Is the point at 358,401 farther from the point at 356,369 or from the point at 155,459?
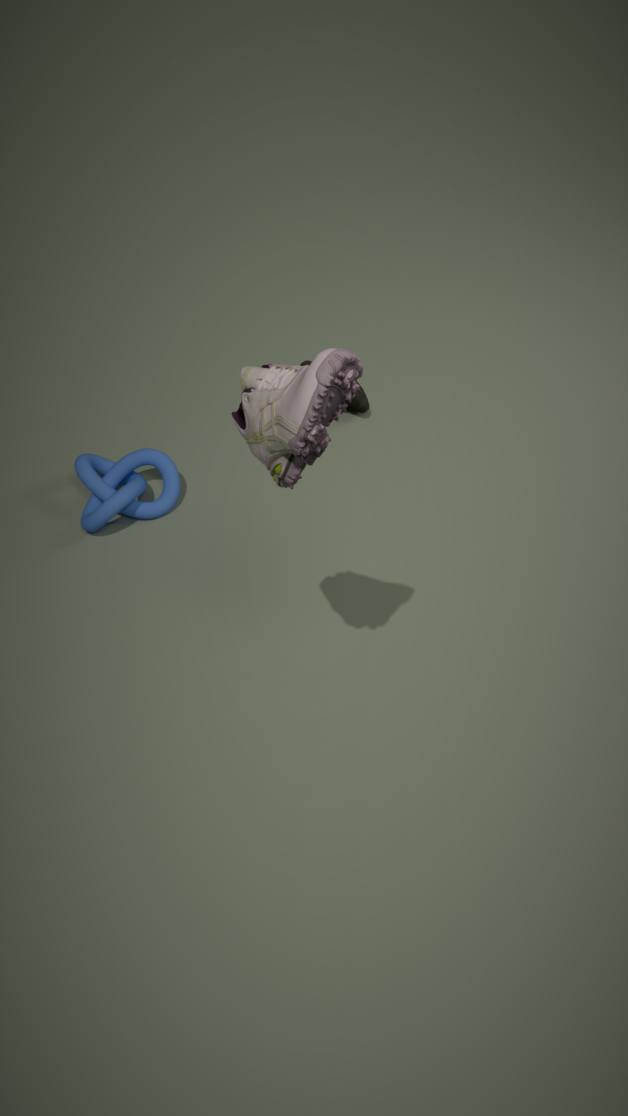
the point at 356,369
